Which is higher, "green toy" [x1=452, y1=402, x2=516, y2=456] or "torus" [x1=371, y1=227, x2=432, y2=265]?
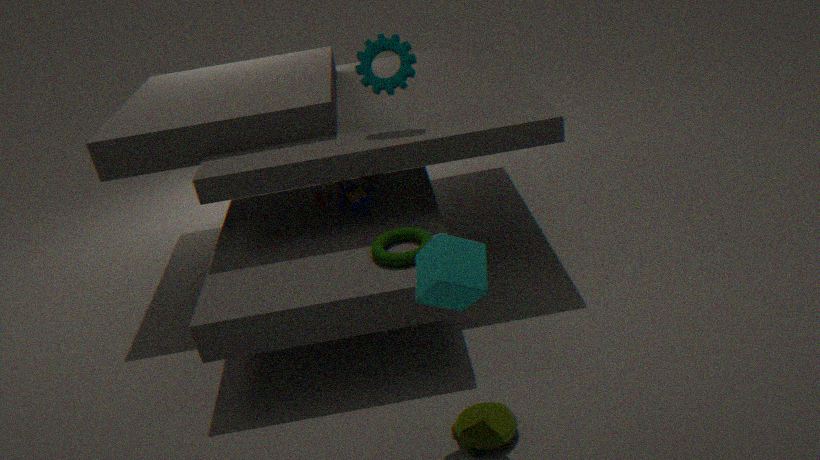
"torus" [x1=371, y1=227, x2=432, y2=265]
